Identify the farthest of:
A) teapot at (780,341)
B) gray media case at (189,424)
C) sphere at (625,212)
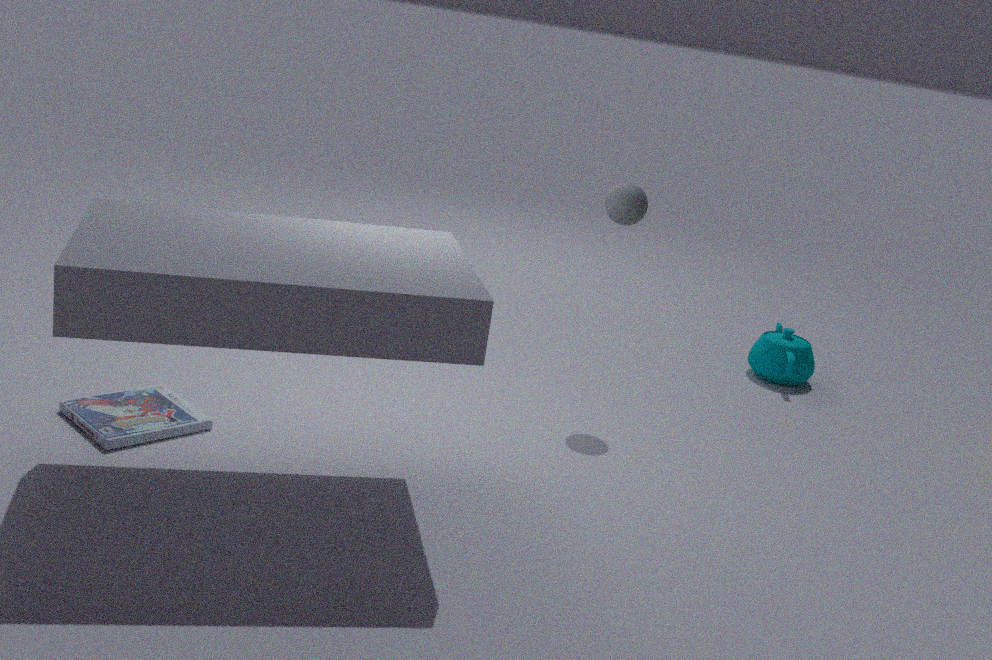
teapot at (780,341)
